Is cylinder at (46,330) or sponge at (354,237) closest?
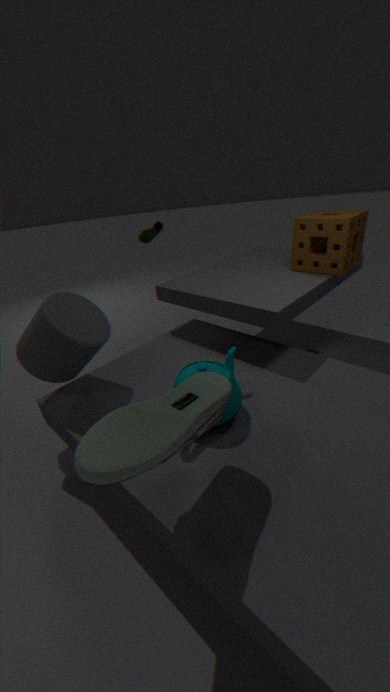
cylinder at (46,330)
